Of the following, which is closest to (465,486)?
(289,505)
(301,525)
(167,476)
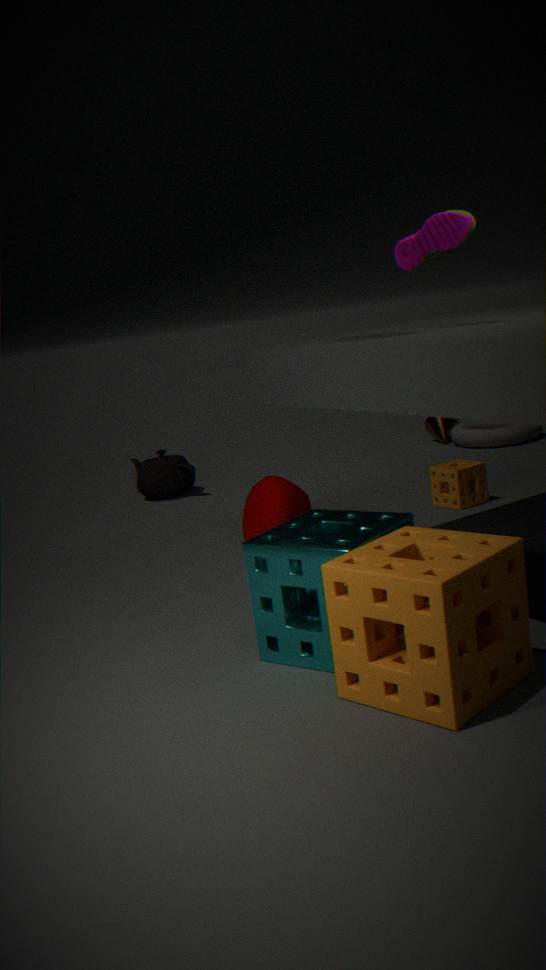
(289,505)
